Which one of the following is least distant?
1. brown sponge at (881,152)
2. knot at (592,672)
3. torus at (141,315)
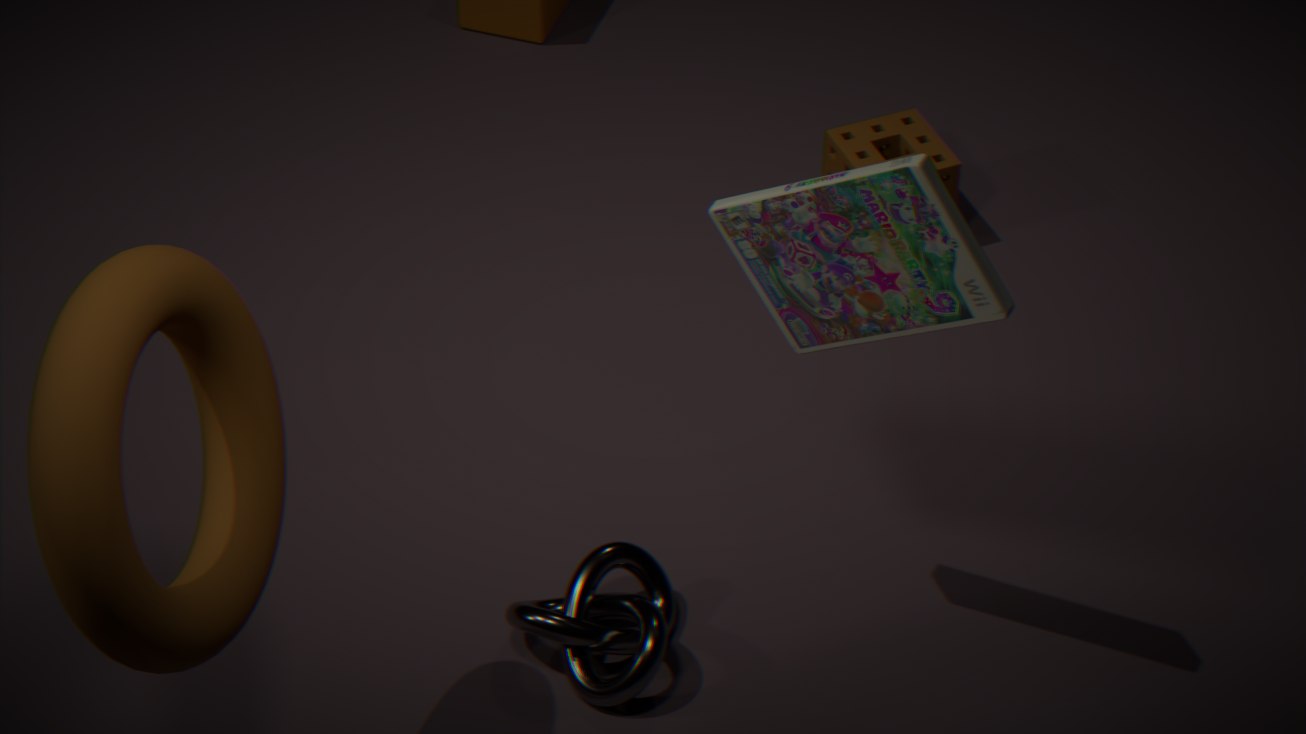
torus at (141,315)
